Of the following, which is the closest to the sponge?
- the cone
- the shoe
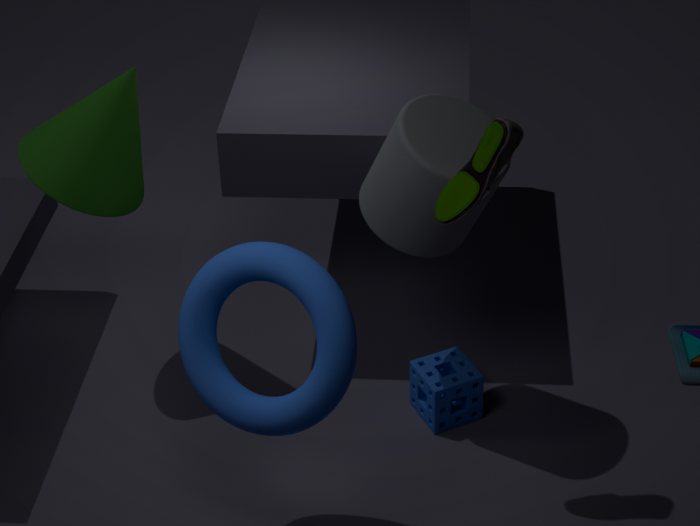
the shoe
